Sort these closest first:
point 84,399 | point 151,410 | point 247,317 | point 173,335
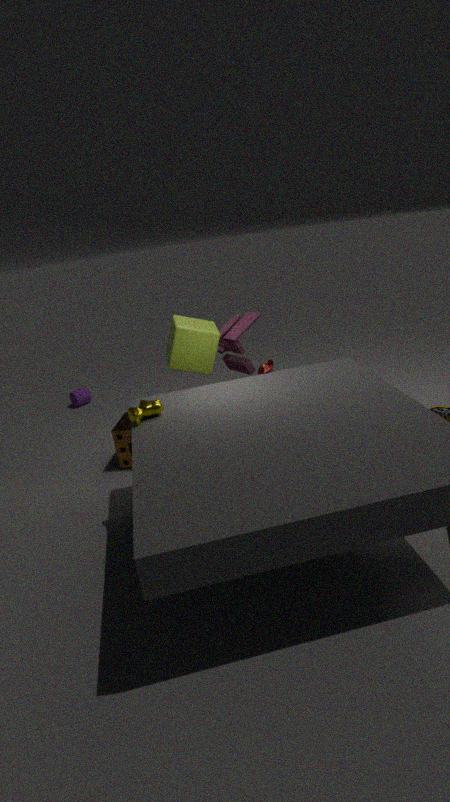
point 151,410 → point 173,335 → point 247,317 → point 84,399
